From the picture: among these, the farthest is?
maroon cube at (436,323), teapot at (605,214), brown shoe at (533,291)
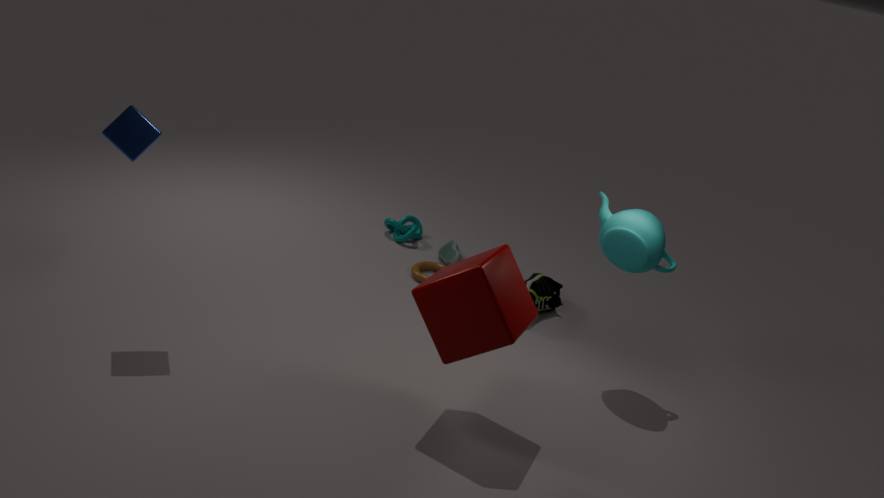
brown shoe at (533,291)
